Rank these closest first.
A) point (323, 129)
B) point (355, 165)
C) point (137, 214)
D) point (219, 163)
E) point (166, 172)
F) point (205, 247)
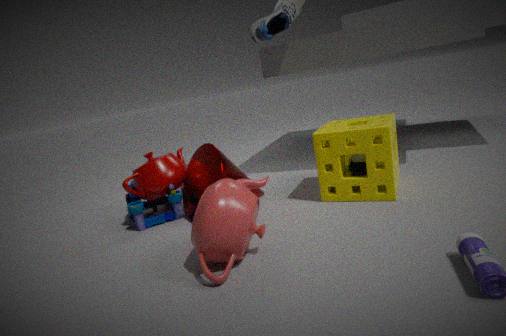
1. point (205, 247)
2. point (219, 163)
3. point (355, 165)
4. point (323, 129)
5. point (137, 214)
6. point (166, 172)
